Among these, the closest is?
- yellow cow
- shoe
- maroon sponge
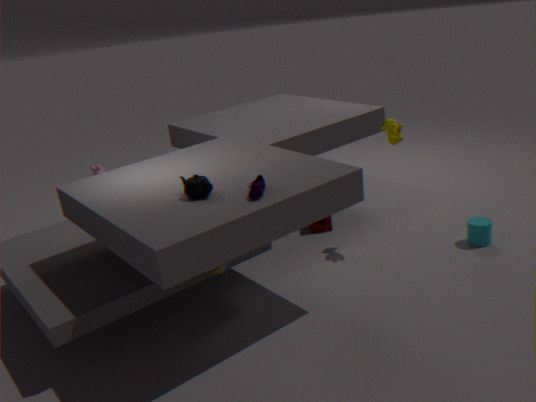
shoe
